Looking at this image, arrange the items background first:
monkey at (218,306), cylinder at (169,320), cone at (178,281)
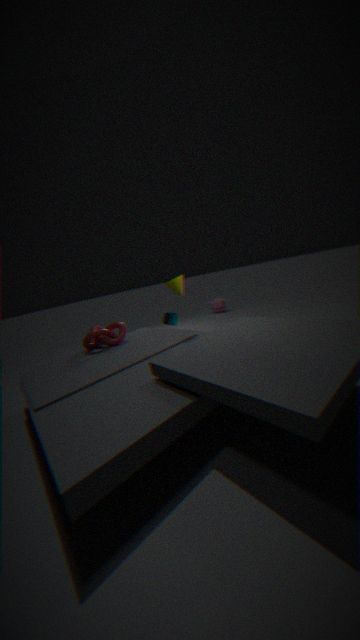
monkey at (218,306) < cylinder at (169,320) < cone at (178,281)
